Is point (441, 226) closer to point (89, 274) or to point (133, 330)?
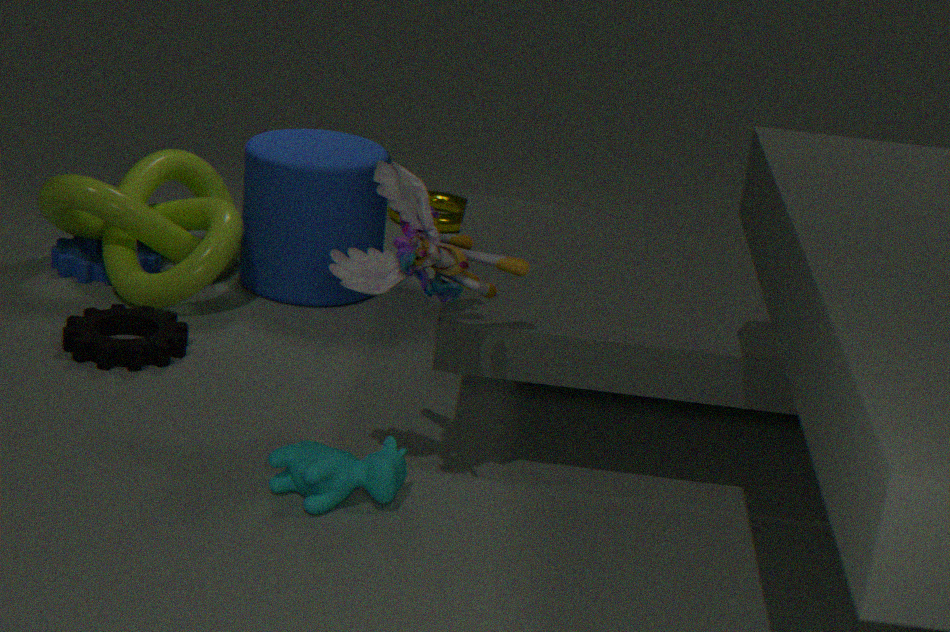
point (89, 274)
